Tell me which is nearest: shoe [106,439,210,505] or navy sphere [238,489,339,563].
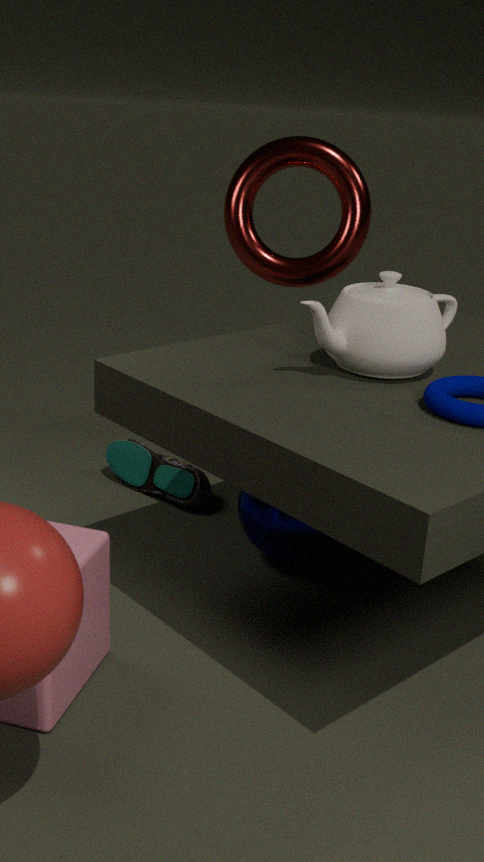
navy sphere [238,489,339,563]
